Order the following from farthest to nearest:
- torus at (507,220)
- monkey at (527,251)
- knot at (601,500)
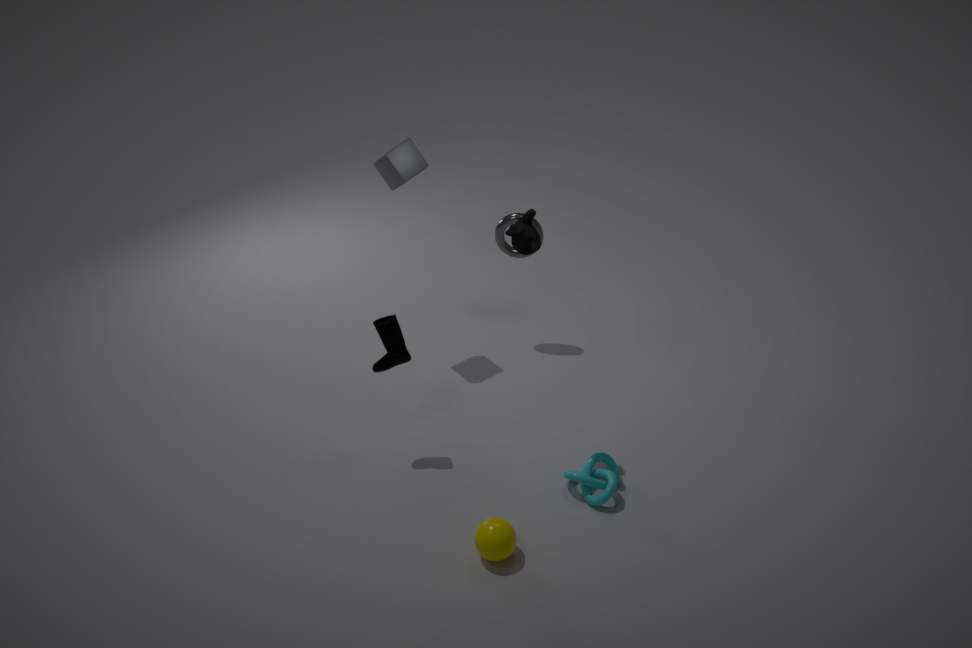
torus at (507,220), knot at (601,500), monkey at (527,251)
